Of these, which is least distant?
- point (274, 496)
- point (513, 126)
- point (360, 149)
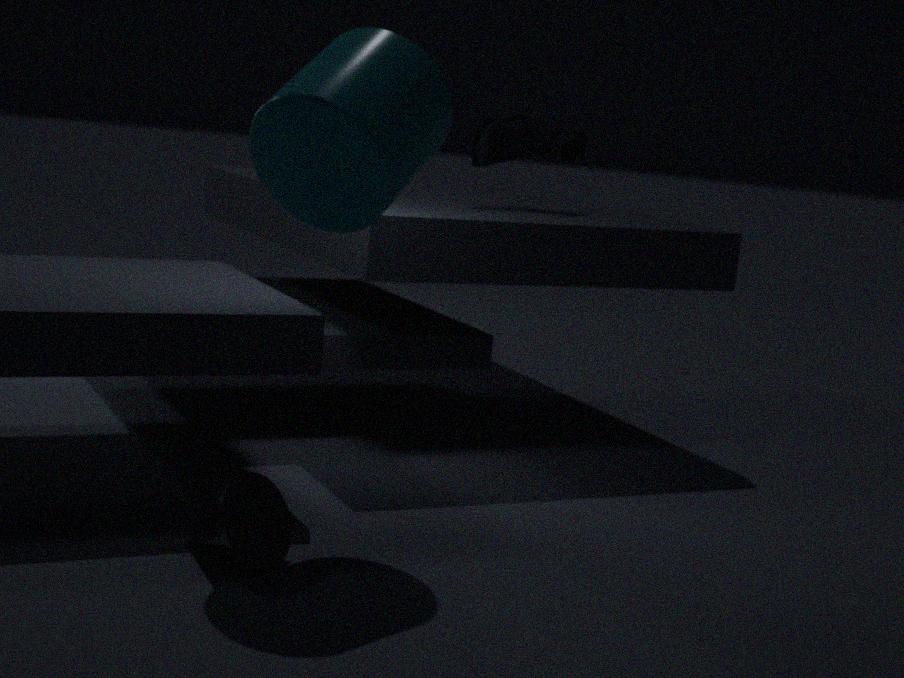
point (360, 149)
